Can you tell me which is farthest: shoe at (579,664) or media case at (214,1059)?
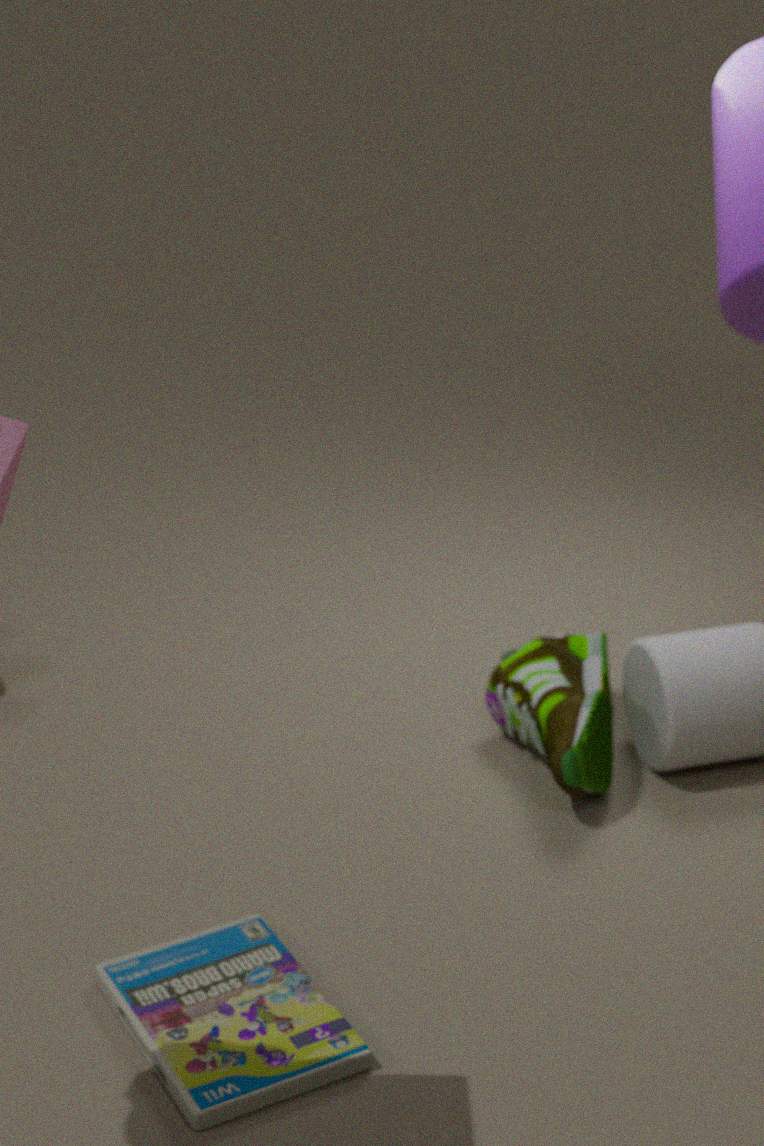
shoe at (579,664)
